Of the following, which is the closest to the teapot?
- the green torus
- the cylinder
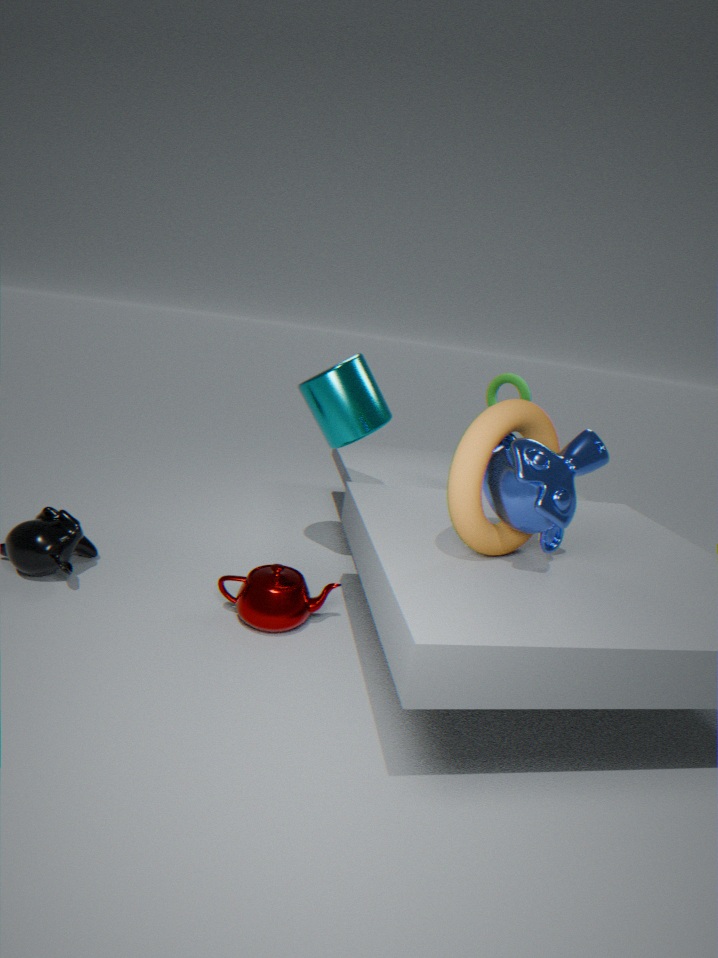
the cylinder
